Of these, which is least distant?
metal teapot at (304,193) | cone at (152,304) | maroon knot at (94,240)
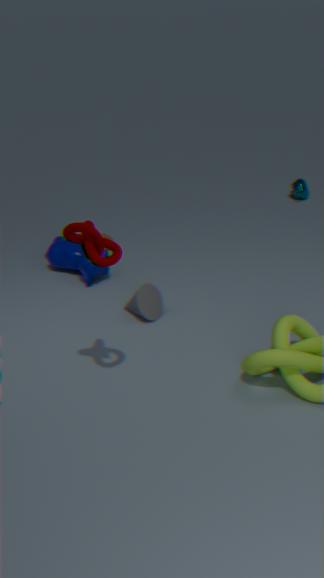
maroon knot at (94,240)
